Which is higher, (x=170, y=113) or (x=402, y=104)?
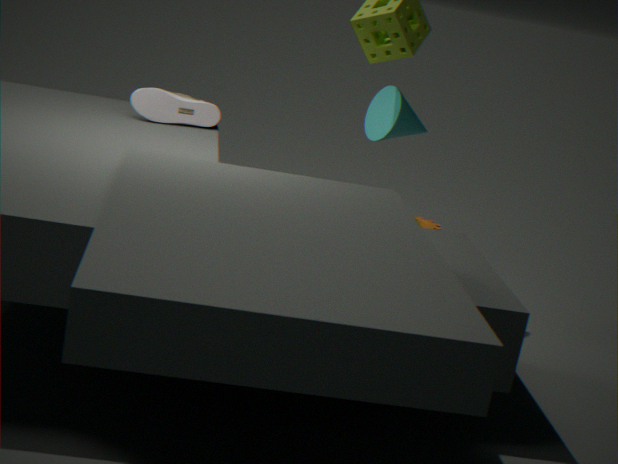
(x=402, y=104)
